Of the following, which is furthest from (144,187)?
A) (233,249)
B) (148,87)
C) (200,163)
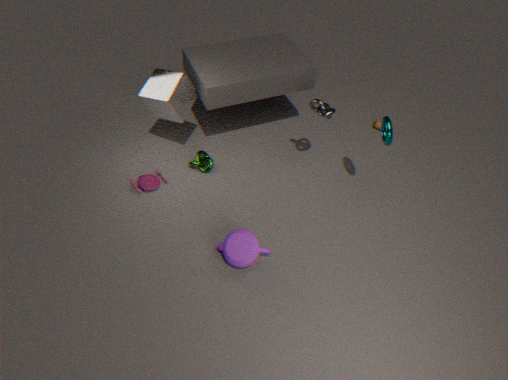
(233,249)
